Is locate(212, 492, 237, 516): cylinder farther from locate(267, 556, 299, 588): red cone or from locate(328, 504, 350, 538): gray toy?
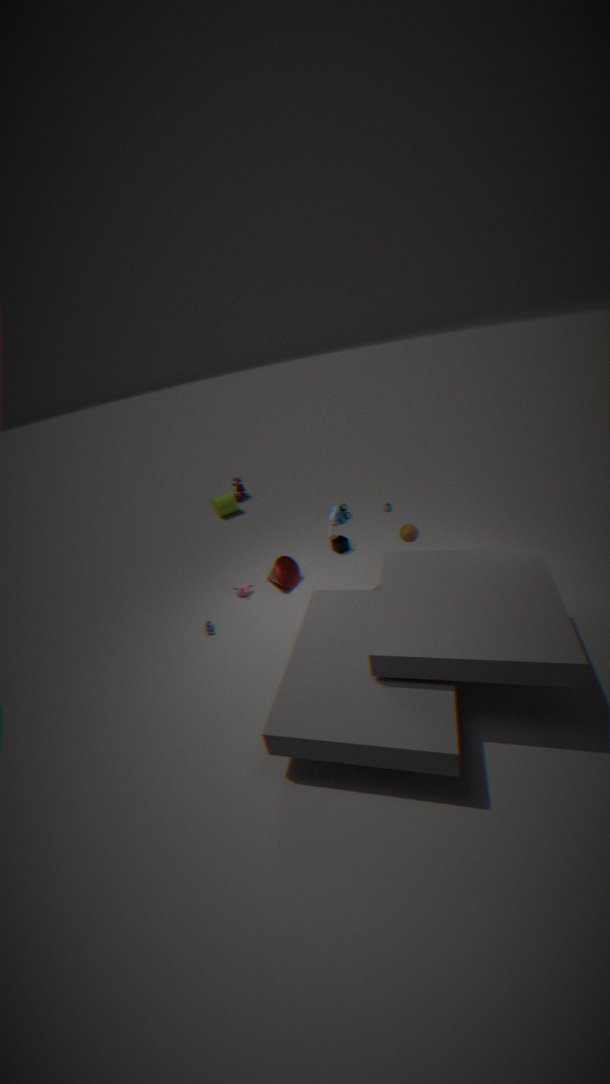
locate(328, 504, 350, 538): gray toy
